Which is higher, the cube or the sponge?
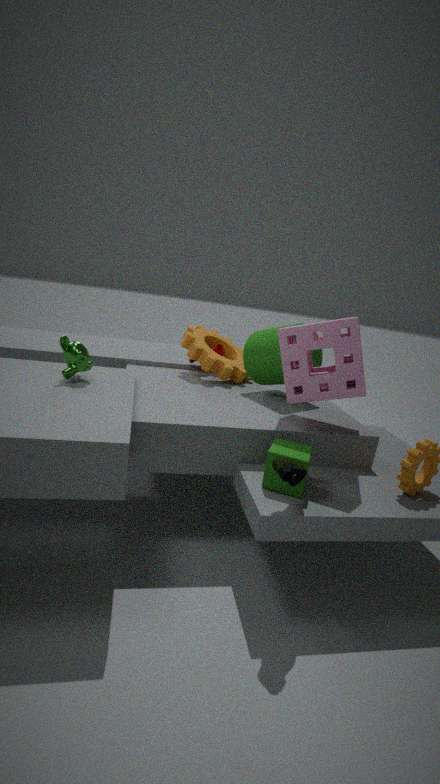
the sponge
